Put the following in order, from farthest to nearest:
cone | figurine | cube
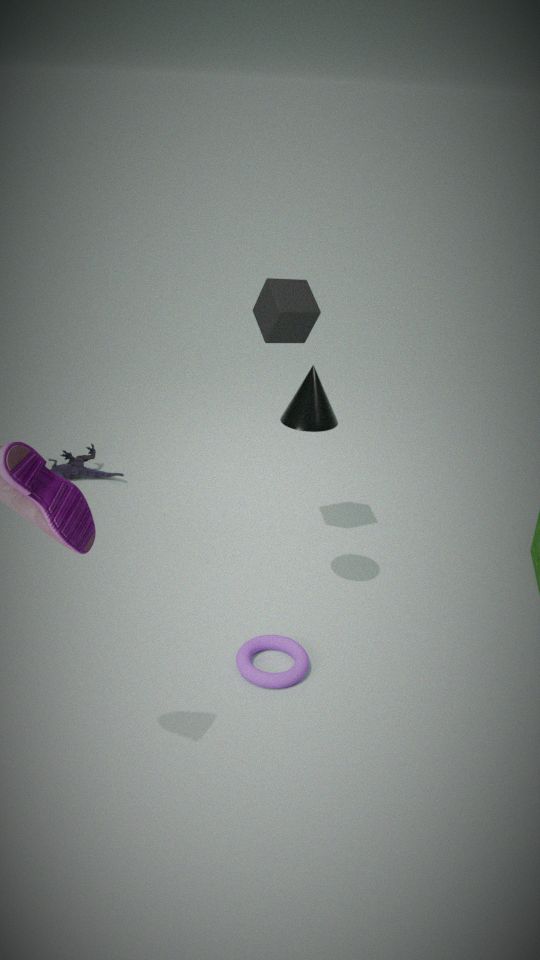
figurine, cube, cone
